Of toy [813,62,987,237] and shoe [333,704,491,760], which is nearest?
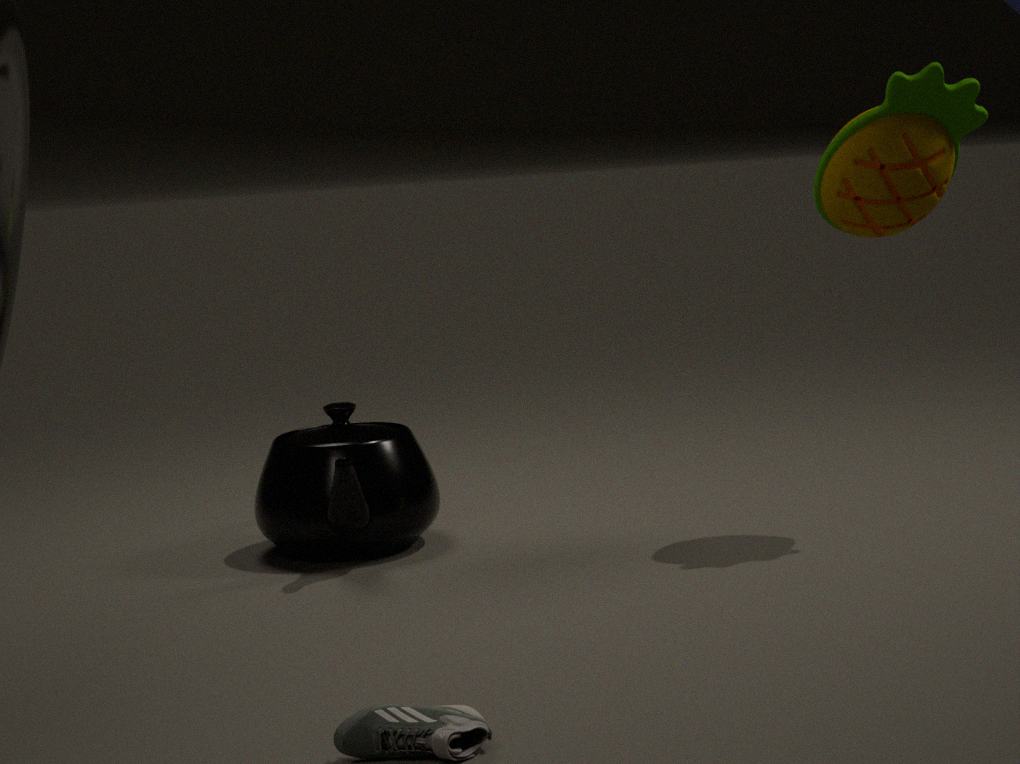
shoe [333,704,491,760]
